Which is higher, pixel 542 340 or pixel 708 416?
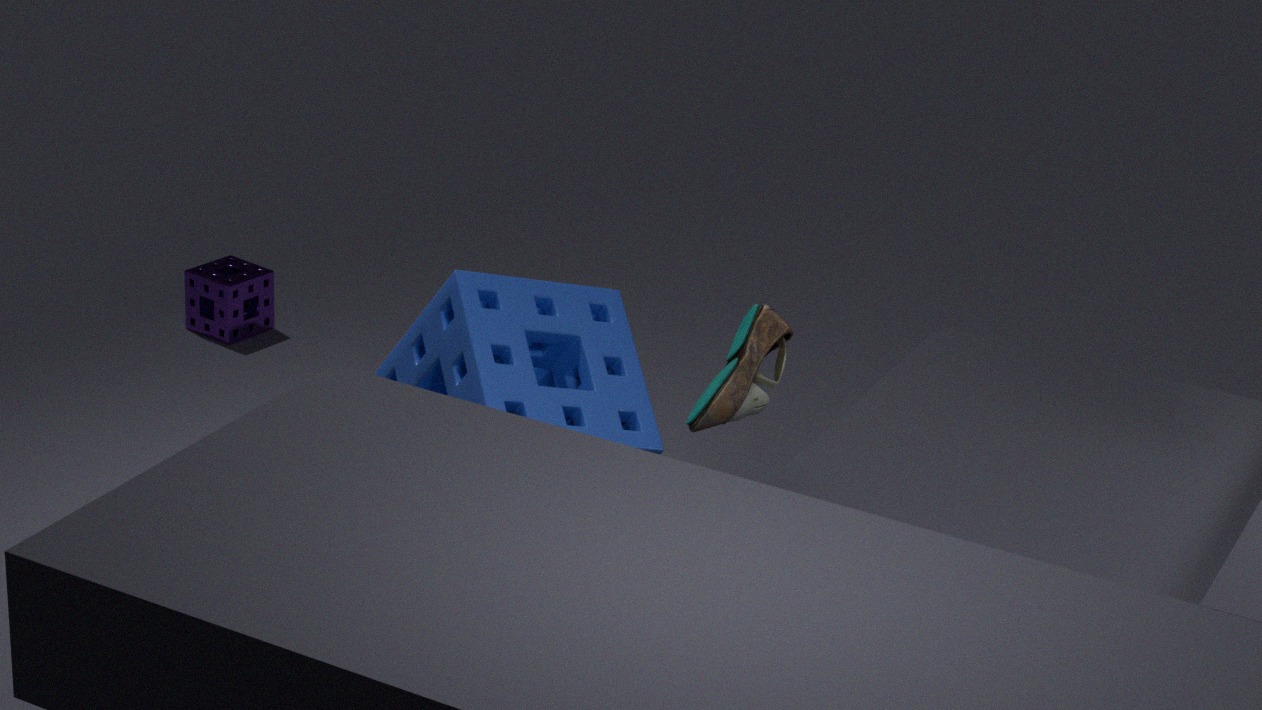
pixel 542 340
